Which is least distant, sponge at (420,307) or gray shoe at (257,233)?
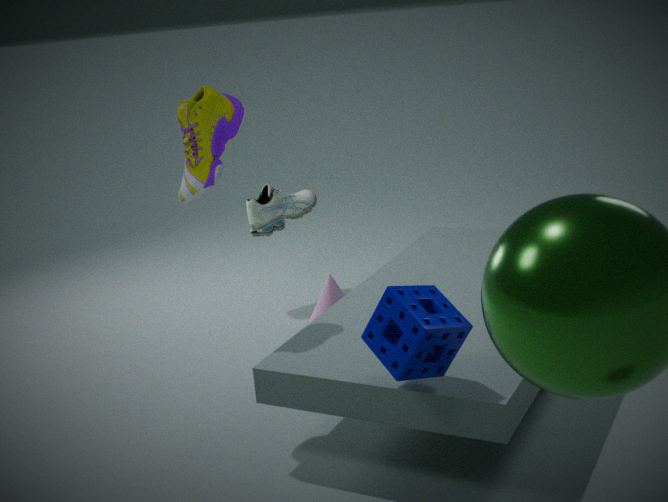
sponge at (420,307)
